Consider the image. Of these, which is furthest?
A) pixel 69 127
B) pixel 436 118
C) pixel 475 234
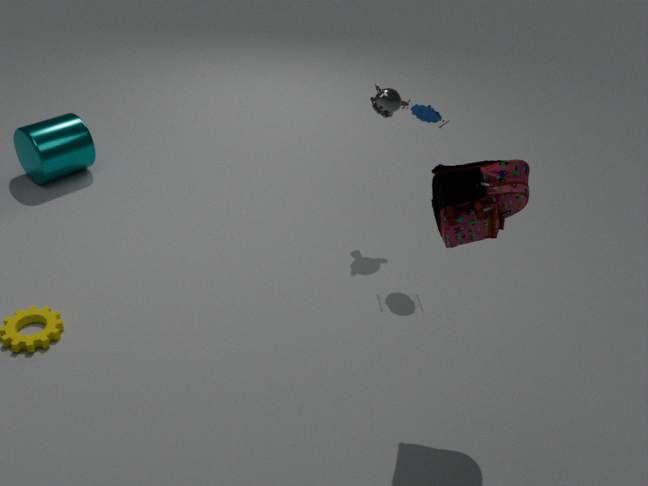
pixel 69 127
